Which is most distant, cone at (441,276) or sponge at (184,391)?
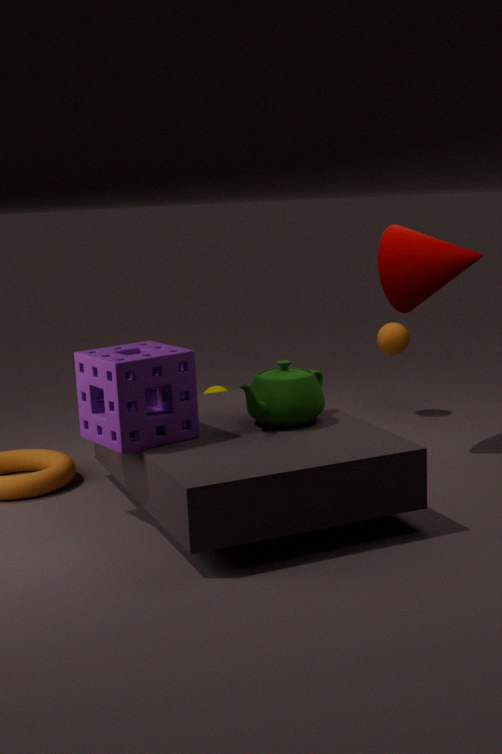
cone at (441,276)
